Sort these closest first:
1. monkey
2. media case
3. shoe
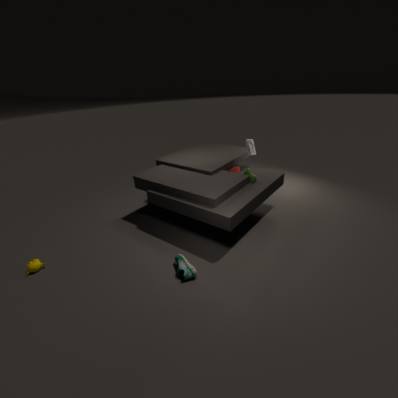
shoe, monkey, media case
